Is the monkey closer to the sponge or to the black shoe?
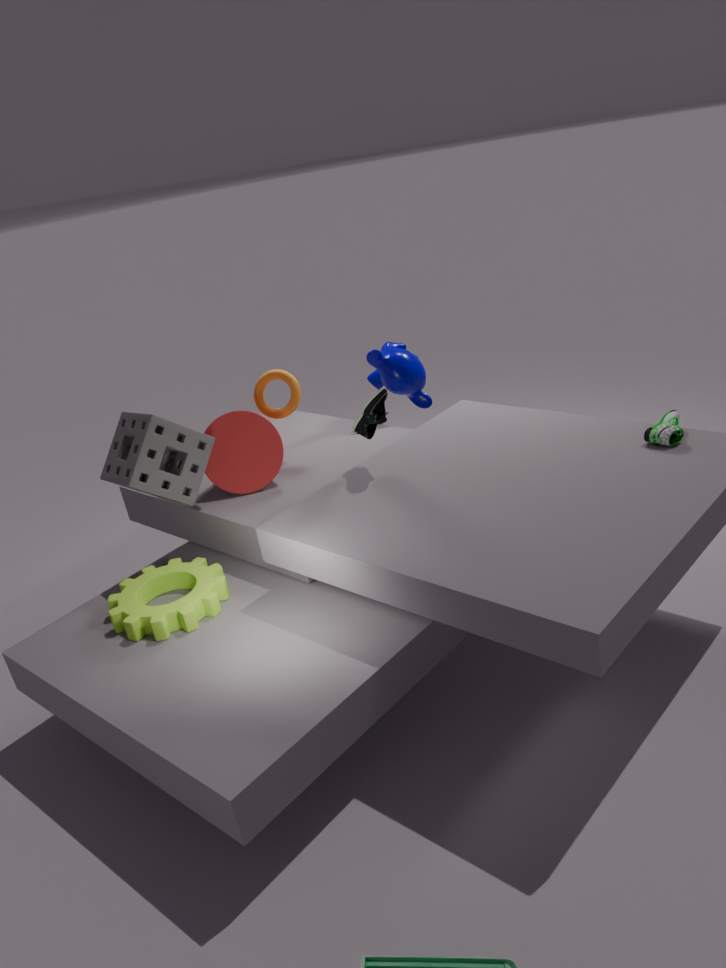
the black shoe
